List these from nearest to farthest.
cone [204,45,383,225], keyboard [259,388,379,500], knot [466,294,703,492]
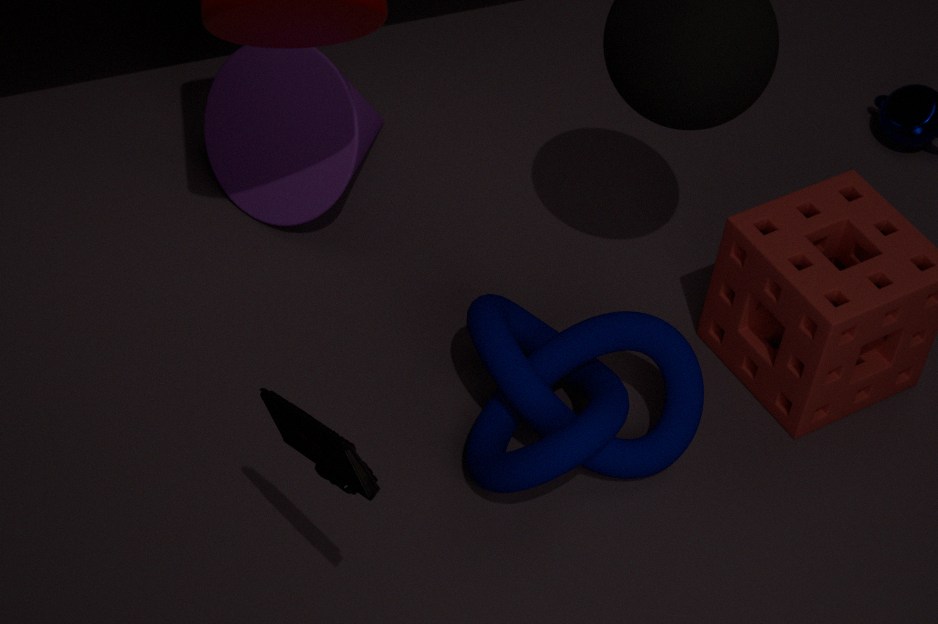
keyboard [259,388,379,500], knot [466,294,703,492], cone [204,45,383,225]
